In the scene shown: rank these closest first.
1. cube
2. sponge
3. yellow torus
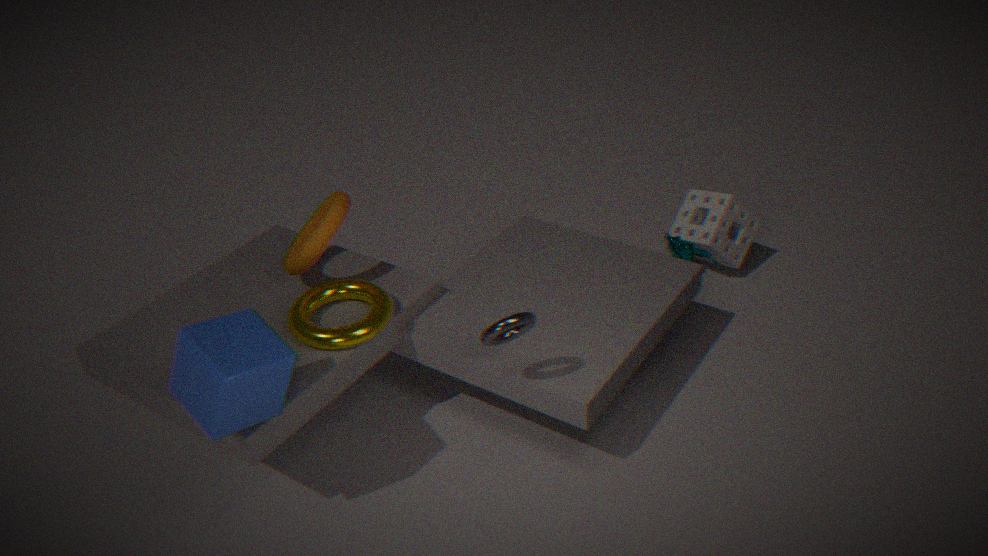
cube → yellow torus → sponge
